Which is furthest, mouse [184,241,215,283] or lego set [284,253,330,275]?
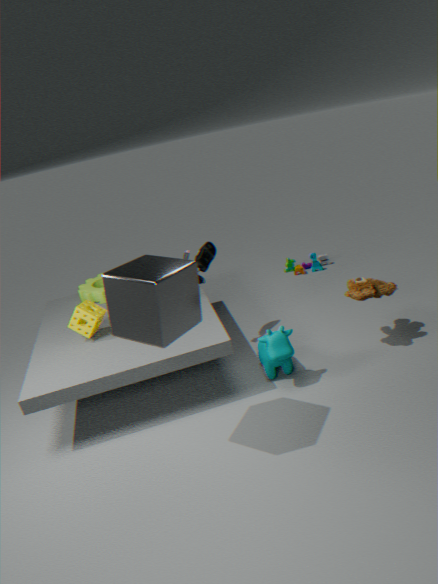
lego set [284,253,330,275]
